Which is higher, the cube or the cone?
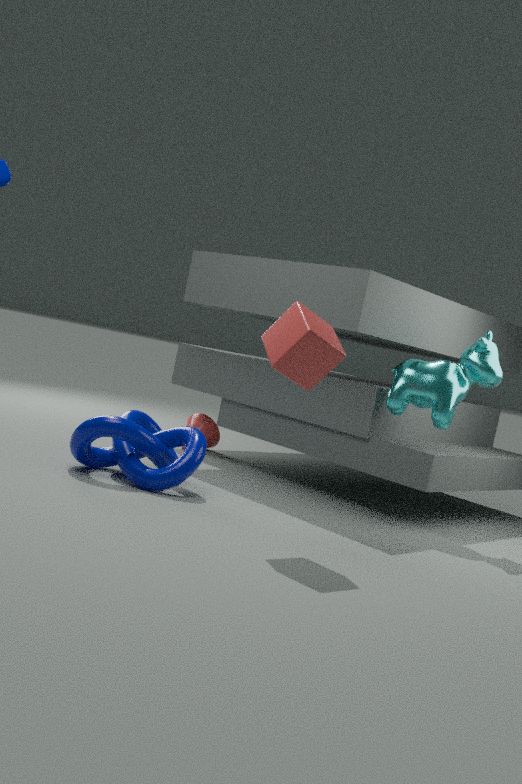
the cube
